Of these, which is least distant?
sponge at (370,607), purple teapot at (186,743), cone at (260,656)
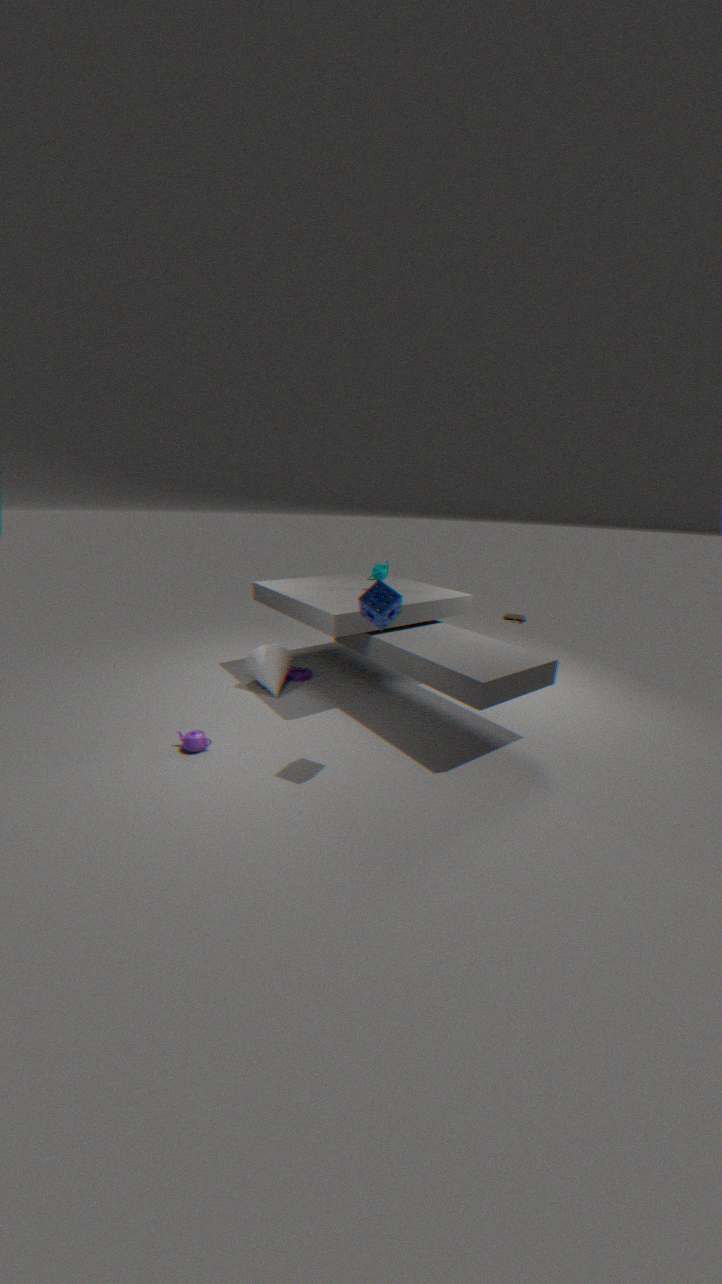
sponge at (370,607)
